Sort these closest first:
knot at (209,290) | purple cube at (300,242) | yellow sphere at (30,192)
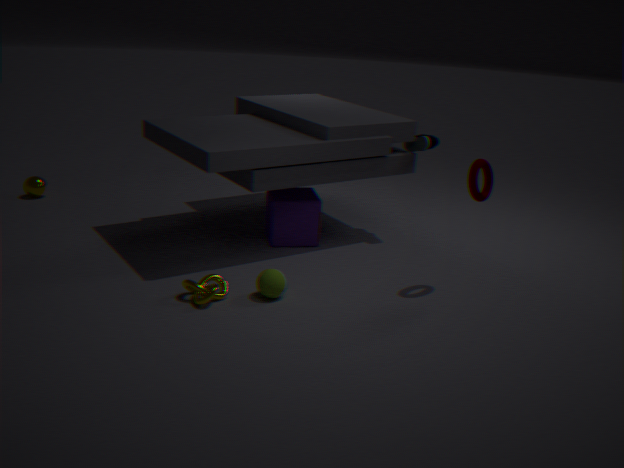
knot at (209,290) → purple cube at (300,242) → yellow sphere at (30,192)
